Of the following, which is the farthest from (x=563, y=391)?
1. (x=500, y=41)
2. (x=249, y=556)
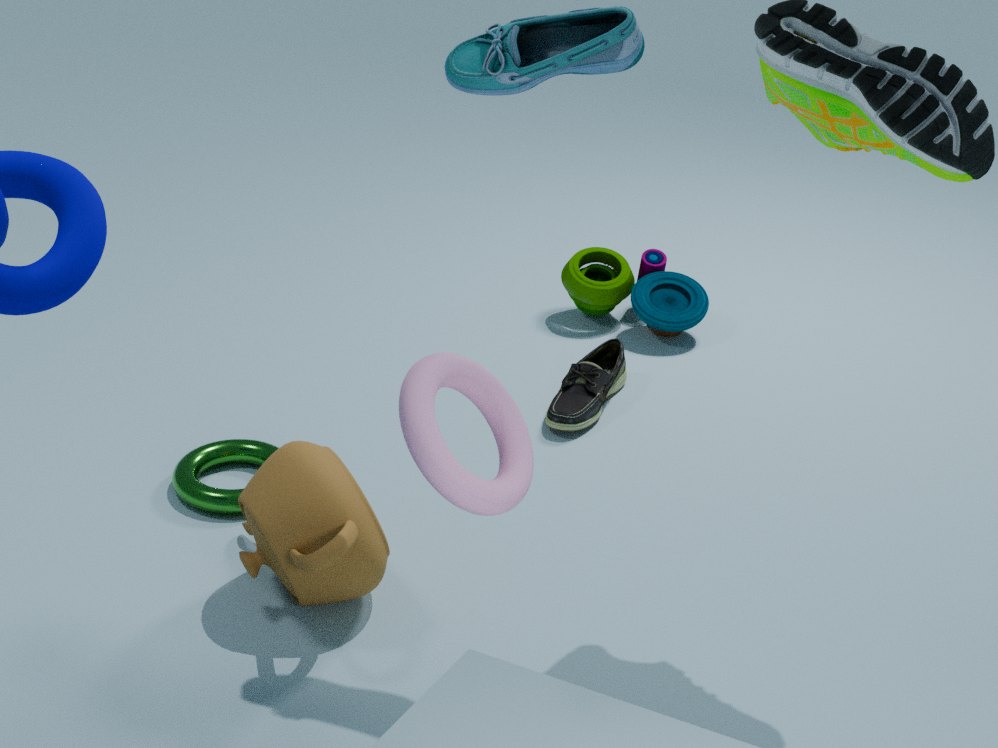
(x=500, y=41)
